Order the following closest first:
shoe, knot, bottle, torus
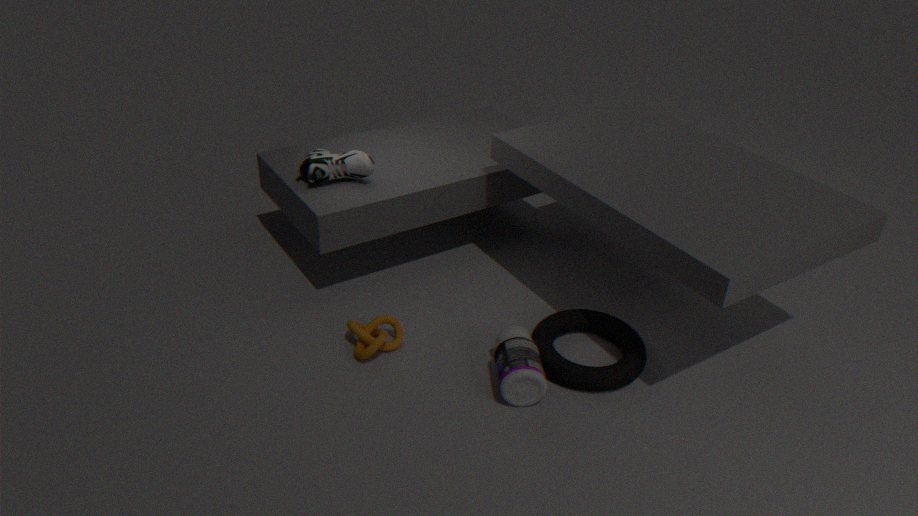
bottle, torus, knot, shoe
